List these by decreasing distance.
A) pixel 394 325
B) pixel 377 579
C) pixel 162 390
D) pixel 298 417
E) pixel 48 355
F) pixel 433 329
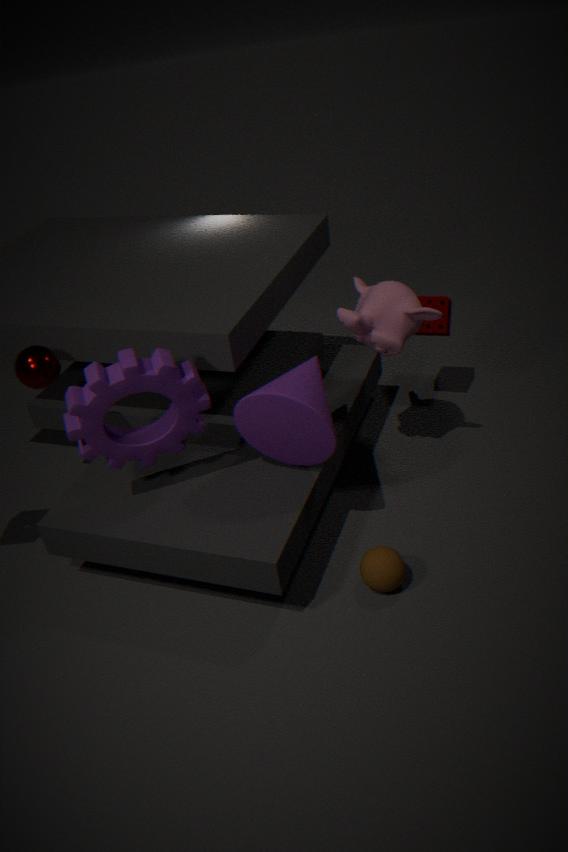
1. pixel 433 329
2. pixel 394 325
3. pixel 48 355
4. pixel 377 579
5. pixel 298 417
6. pixel 162 390
